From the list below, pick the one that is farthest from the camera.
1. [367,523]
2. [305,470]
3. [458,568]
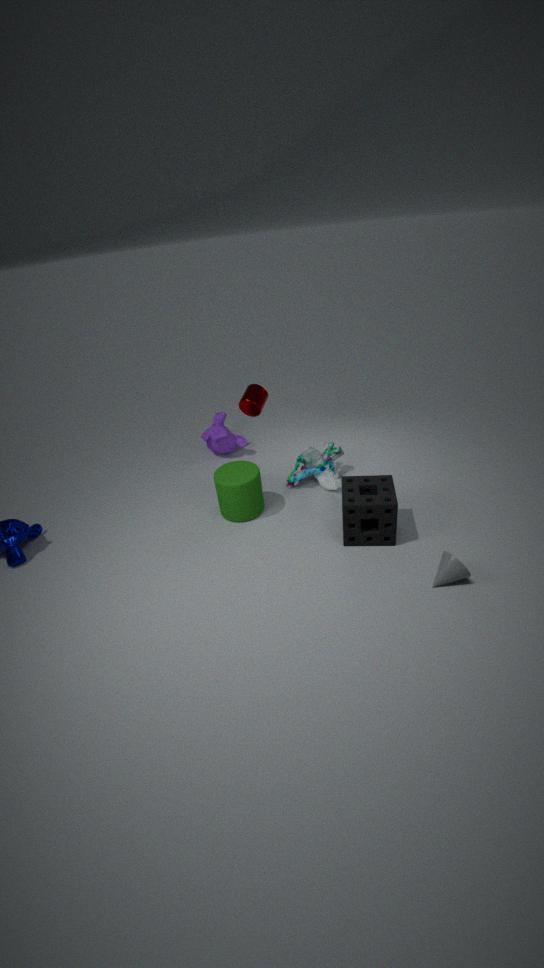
[305,470]
